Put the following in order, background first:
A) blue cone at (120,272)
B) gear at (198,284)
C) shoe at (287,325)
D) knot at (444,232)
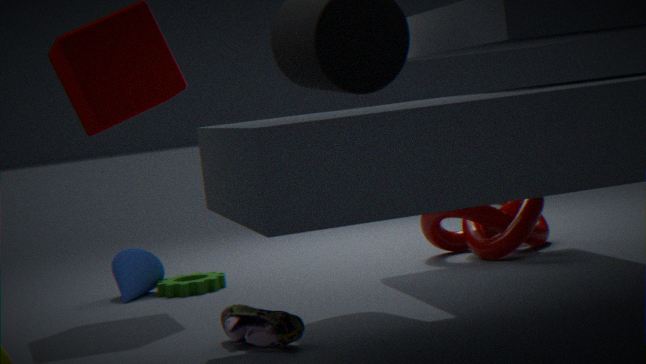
blue cone at (120,272)
gear at (198,284)
knot at (444,232)
shoe at (287,325)
